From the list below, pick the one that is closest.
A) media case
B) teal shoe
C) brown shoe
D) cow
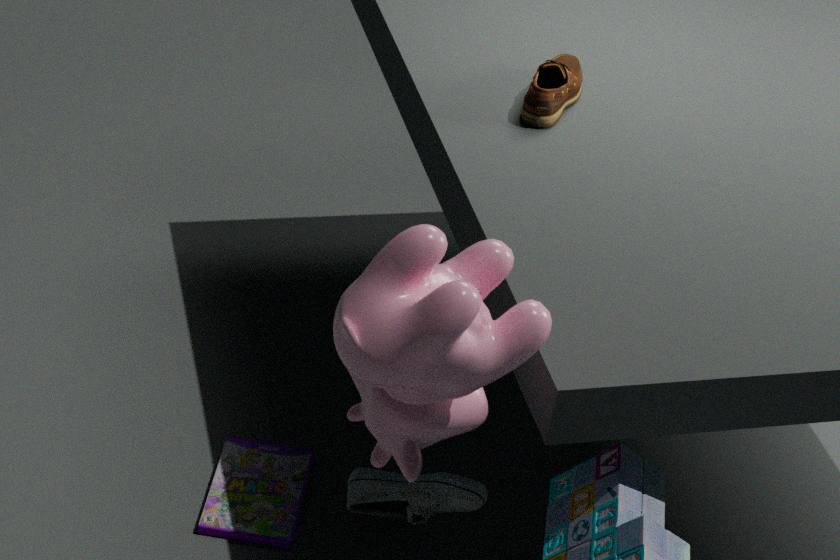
cow
